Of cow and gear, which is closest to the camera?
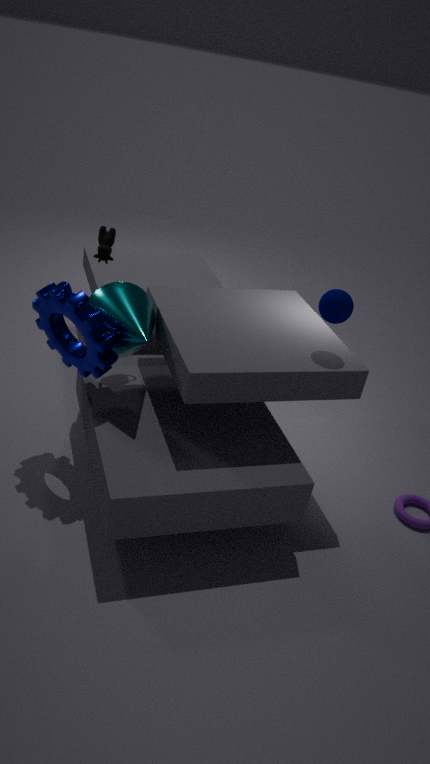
gear
